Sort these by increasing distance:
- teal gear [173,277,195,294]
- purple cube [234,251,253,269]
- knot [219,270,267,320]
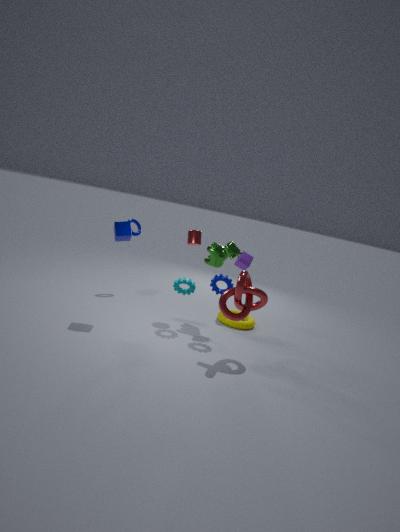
1. knot [219,270,267,320]
2. teal gear [173,277,195,294]
3. purple cube [234,251,253,269]
